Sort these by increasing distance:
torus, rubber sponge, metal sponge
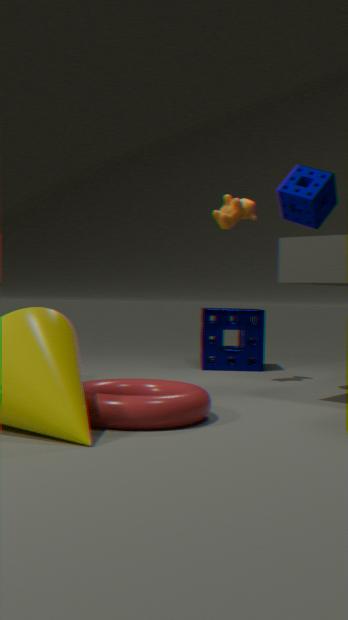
1. torus
2. rubber sponge
3. metal sponge
